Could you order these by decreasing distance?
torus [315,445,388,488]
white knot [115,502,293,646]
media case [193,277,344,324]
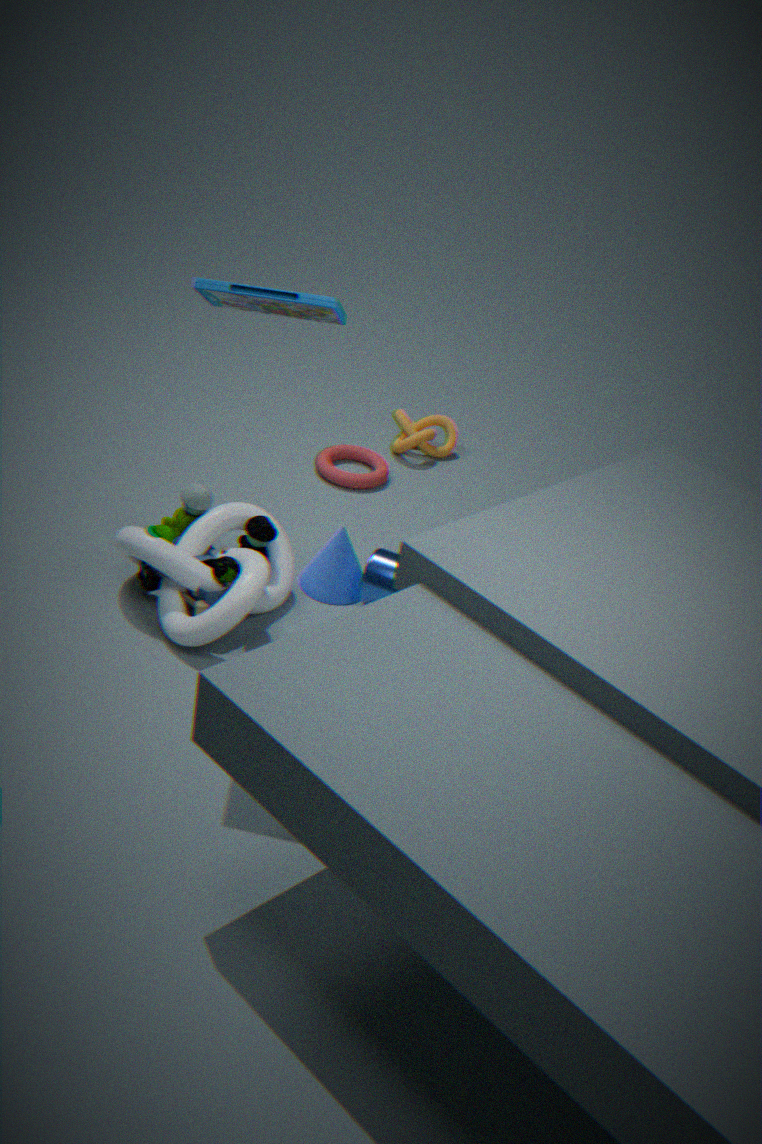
1. torus [315,445,388,488]
2. white knot [115,502,293,646]
3. media case [193,277,344,324]
